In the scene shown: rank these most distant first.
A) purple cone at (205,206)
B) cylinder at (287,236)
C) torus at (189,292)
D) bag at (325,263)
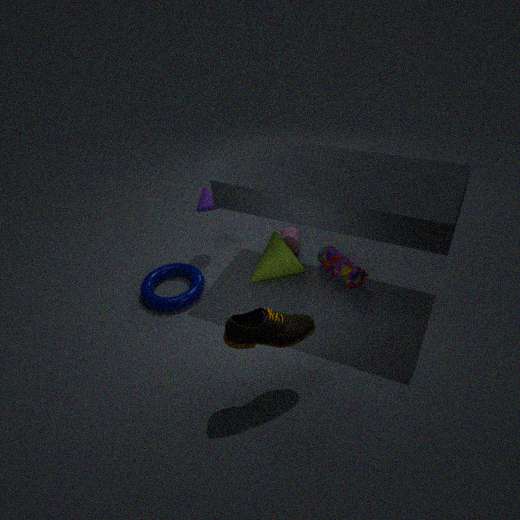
1. cylinder at (287,236)
2. purple cone at (205,206)
3. bag at (325,263)
4. torus at (189,292)
